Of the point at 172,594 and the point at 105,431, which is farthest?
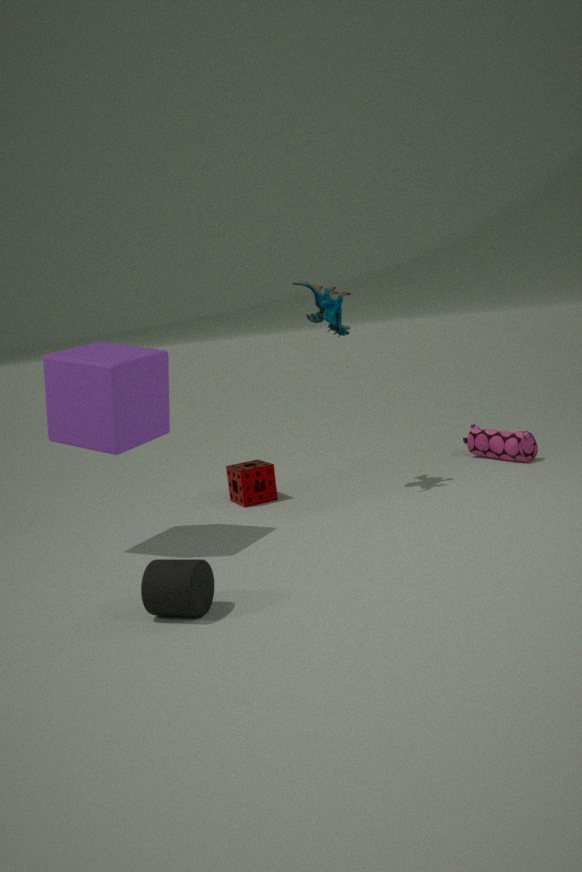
the point at 105,431
